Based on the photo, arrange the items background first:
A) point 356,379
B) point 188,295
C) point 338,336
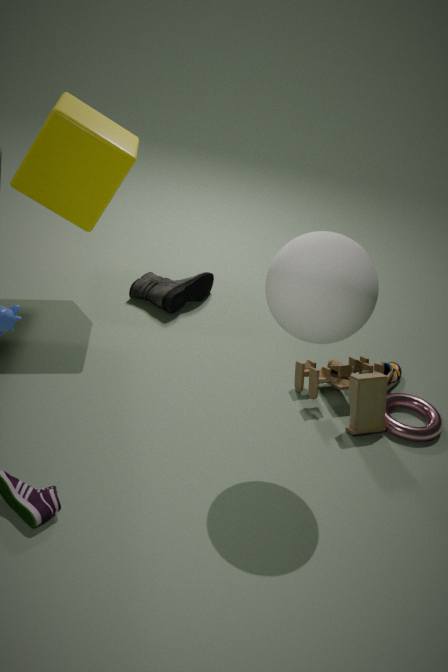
point 188,295 < point 356,379 < point 338,336
